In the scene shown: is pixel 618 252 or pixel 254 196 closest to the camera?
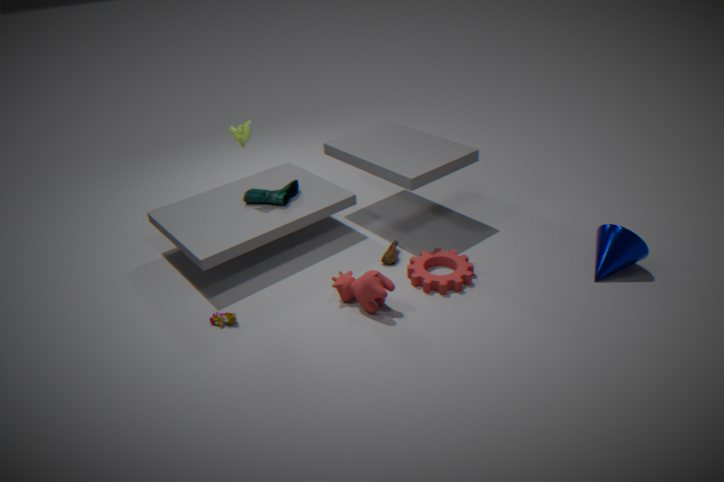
pixel 618 252
